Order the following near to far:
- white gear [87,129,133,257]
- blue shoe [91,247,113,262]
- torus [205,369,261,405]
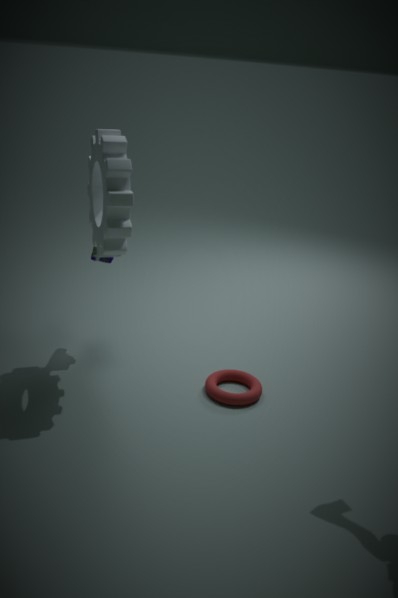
white gear [87,129,133,257] < torus [205,369,261,405] < blue shoe [91,247,113,262]
